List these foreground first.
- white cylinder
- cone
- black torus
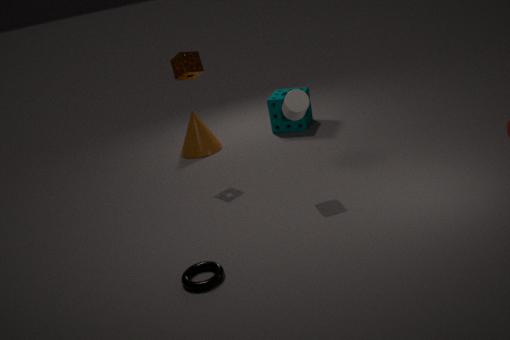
black torus
white cylinder
cone
